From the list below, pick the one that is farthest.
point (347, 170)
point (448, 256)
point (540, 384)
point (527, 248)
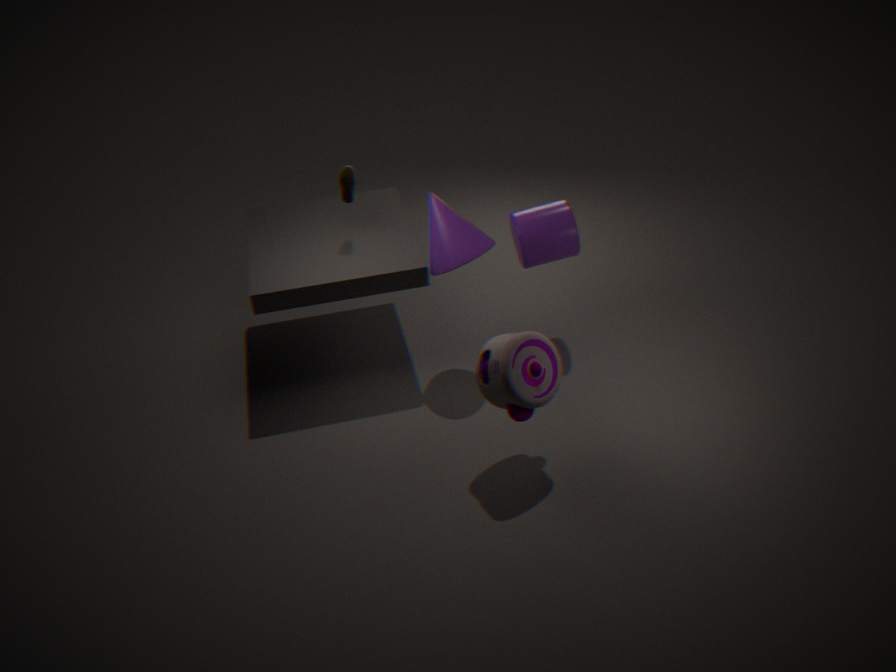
point (527, 248)
